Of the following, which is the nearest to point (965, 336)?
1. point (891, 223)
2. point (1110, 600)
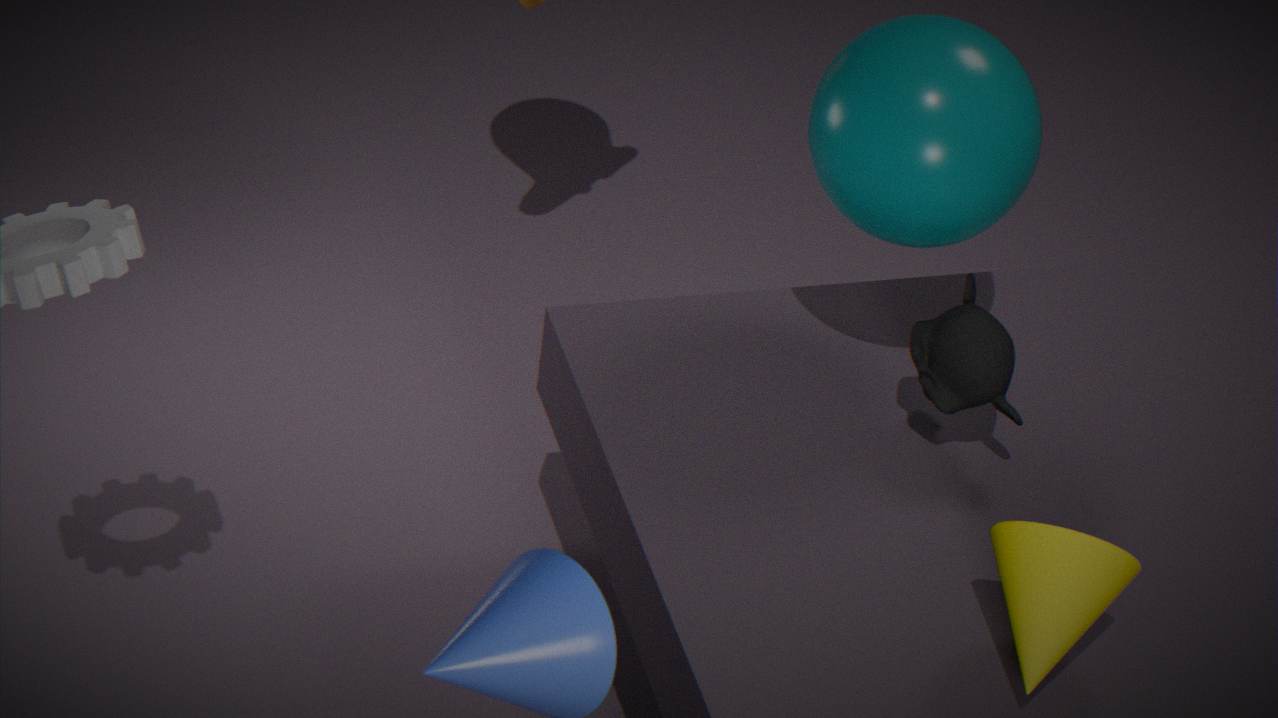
point (891, 223)
